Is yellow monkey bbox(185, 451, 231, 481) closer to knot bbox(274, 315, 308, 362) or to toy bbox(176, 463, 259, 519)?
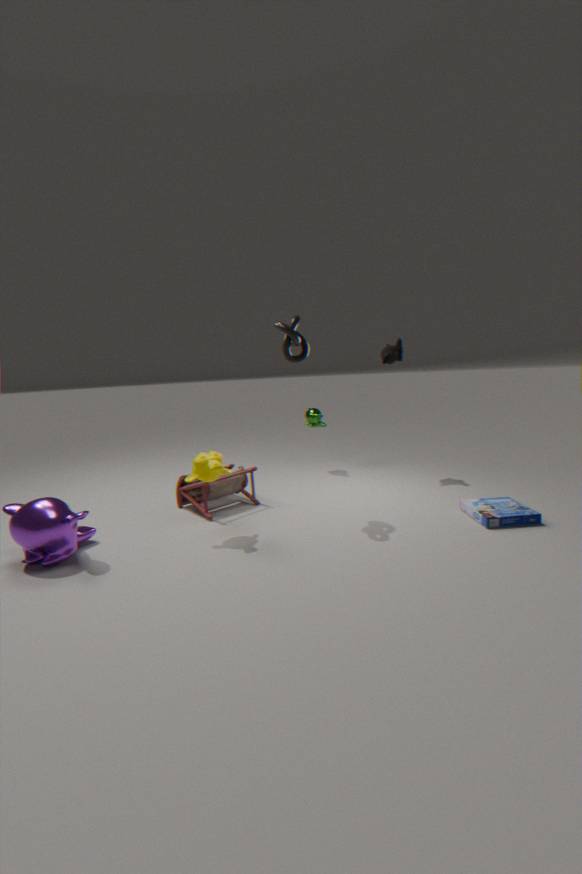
toy bbox(176, 463, 259, 519)
